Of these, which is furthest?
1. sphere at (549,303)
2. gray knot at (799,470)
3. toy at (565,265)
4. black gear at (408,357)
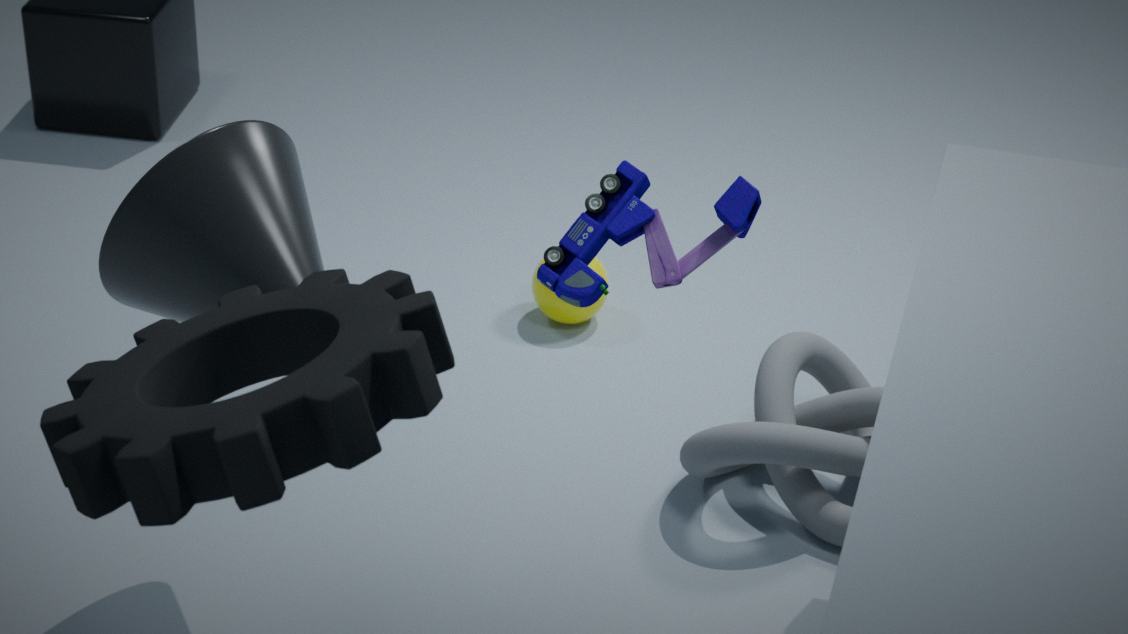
sphere at (549,303)
